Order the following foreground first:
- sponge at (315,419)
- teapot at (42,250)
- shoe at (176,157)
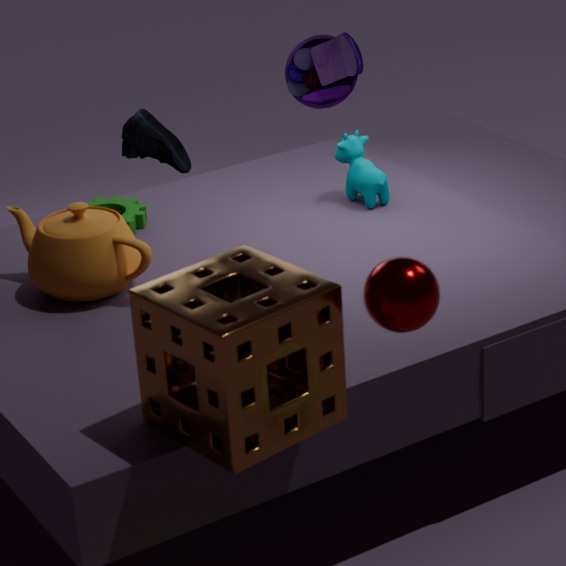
sponge at (315,419) → teapot at (42,250) → shoe at (176,157)
